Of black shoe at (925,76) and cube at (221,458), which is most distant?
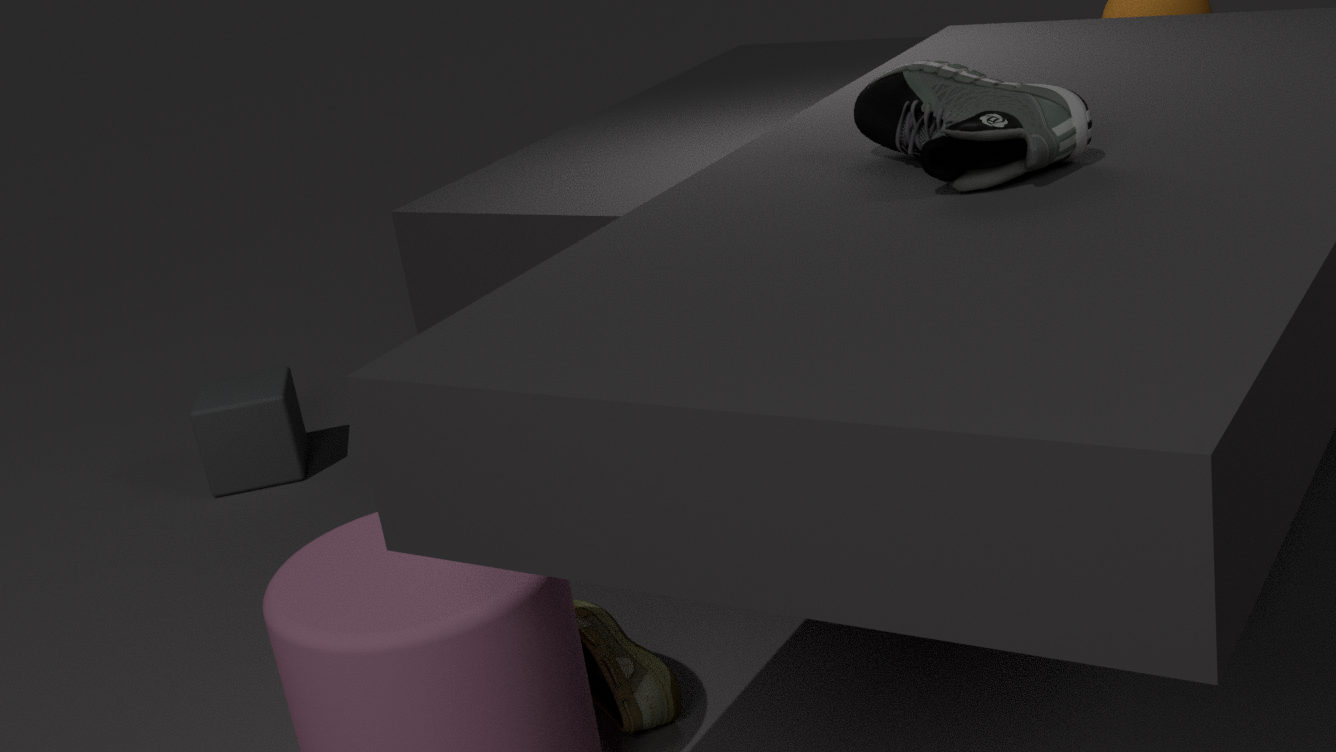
cube at (221,458)
